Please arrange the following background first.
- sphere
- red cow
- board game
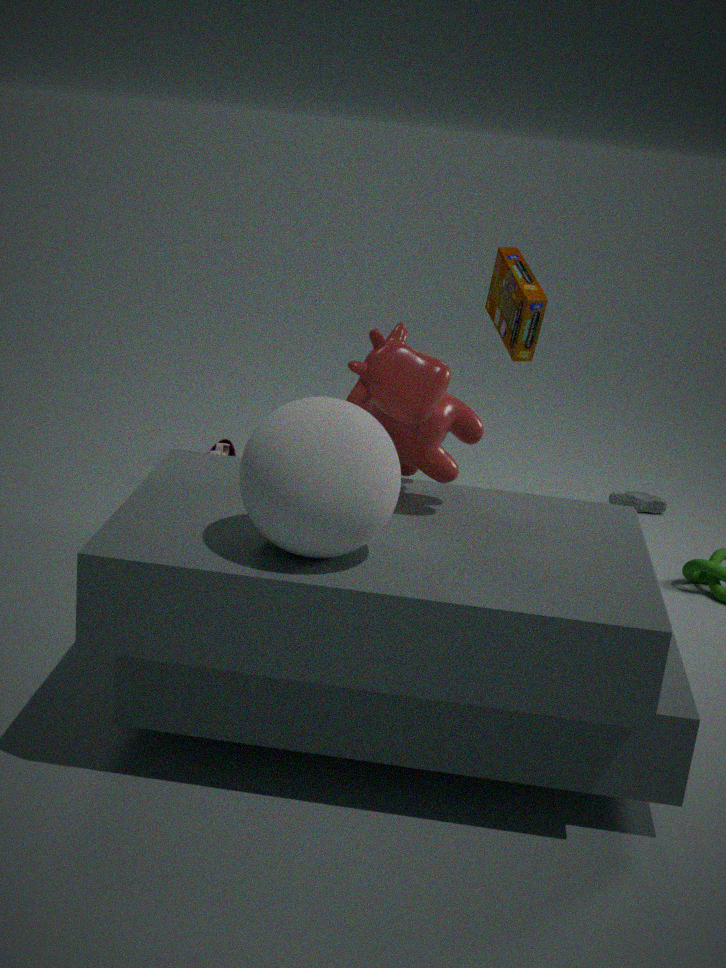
board game < red cow < sphere
